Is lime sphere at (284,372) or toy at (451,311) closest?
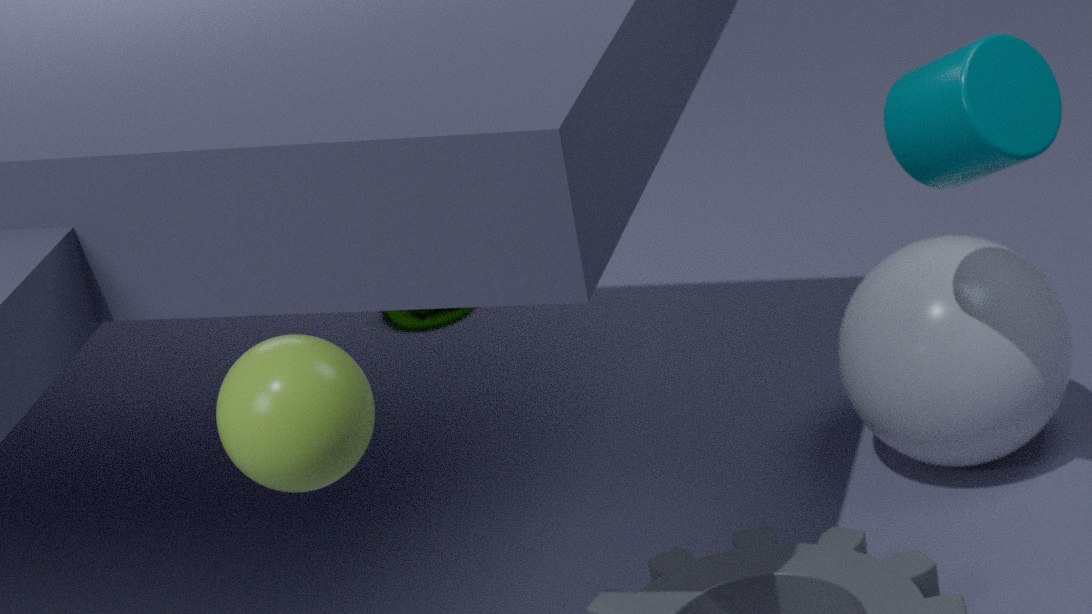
lime sphere at (284,372)
